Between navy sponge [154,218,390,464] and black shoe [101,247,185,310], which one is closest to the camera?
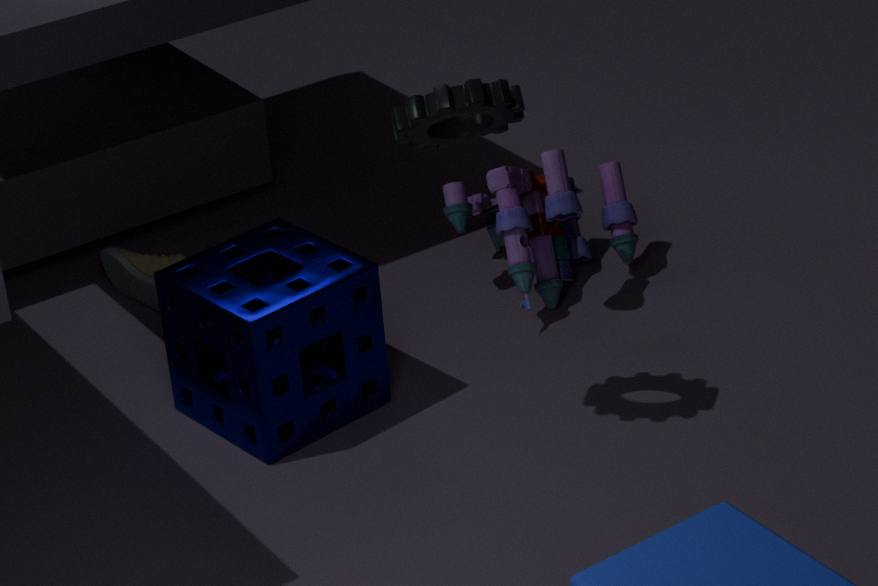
navy sponge [154,218,390,464]
